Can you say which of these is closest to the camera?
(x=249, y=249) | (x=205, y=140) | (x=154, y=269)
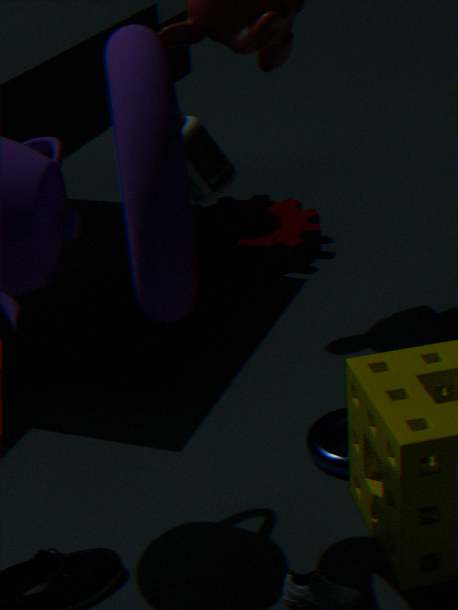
(x=154, y=269)
